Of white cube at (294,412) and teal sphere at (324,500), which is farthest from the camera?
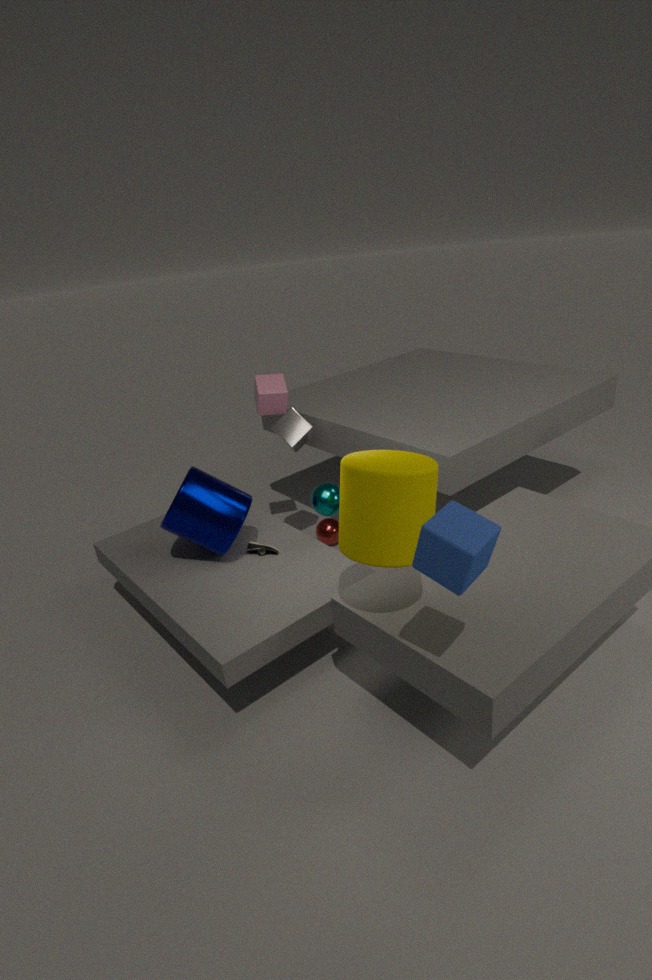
white cube at (294,412)
